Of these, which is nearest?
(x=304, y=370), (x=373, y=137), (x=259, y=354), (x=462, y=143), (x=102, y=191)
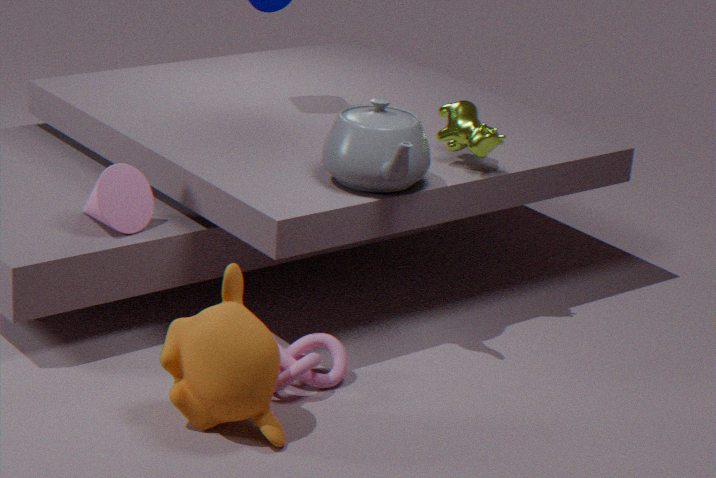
(x=259, y=354)
